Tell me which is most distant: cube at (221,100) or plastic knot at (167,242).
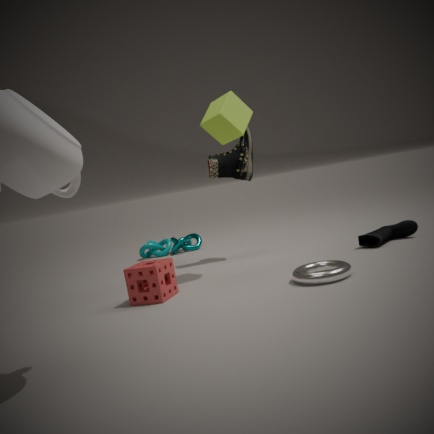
plastic knot at (167,242)
